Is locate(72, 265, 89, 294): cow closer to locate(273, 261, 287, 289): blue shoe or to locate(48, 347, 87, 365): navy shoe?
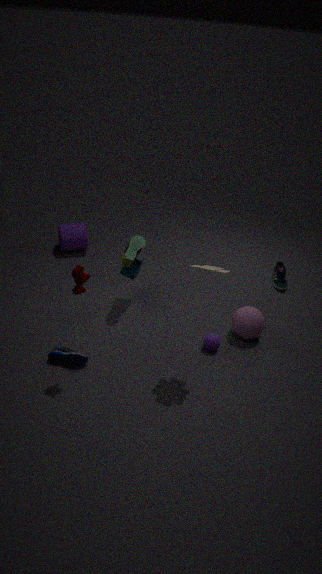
locate(48, 347, 87, 365): navy shoe
